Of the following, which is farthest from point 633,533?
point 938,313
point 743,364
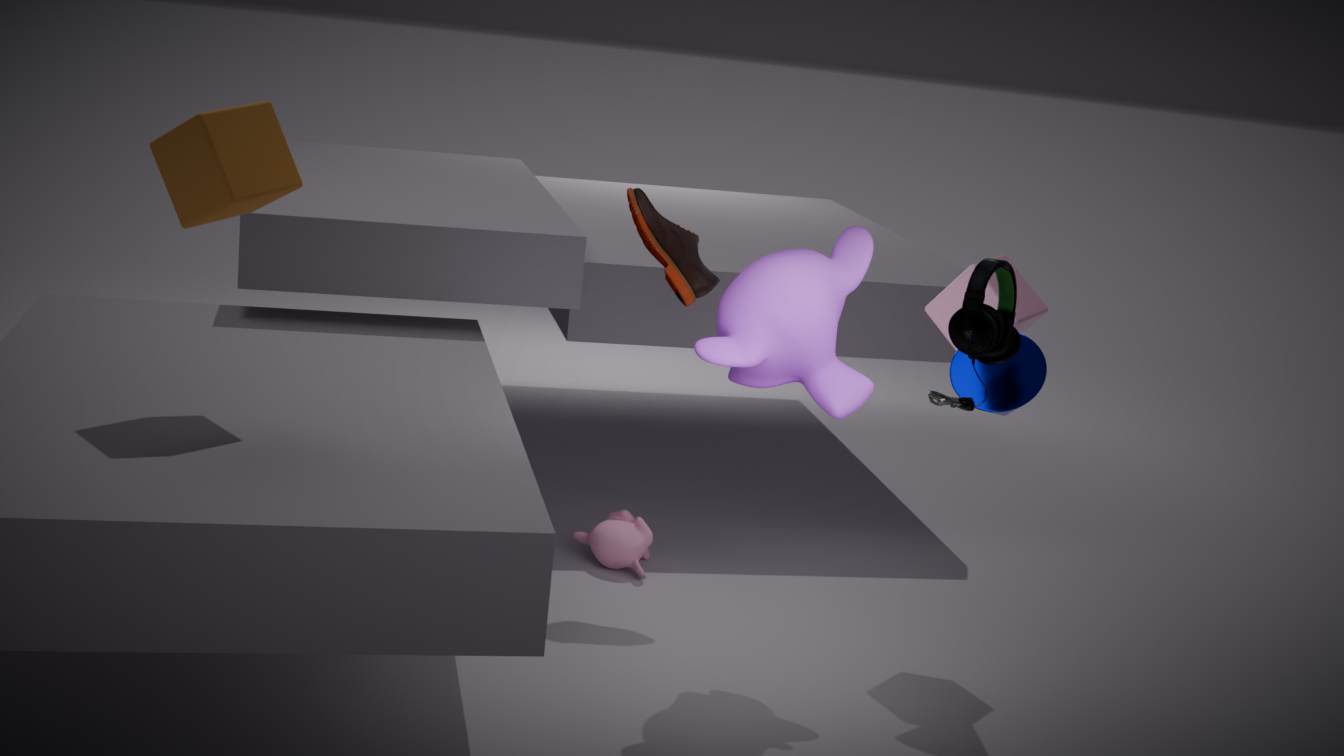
point 938,313
